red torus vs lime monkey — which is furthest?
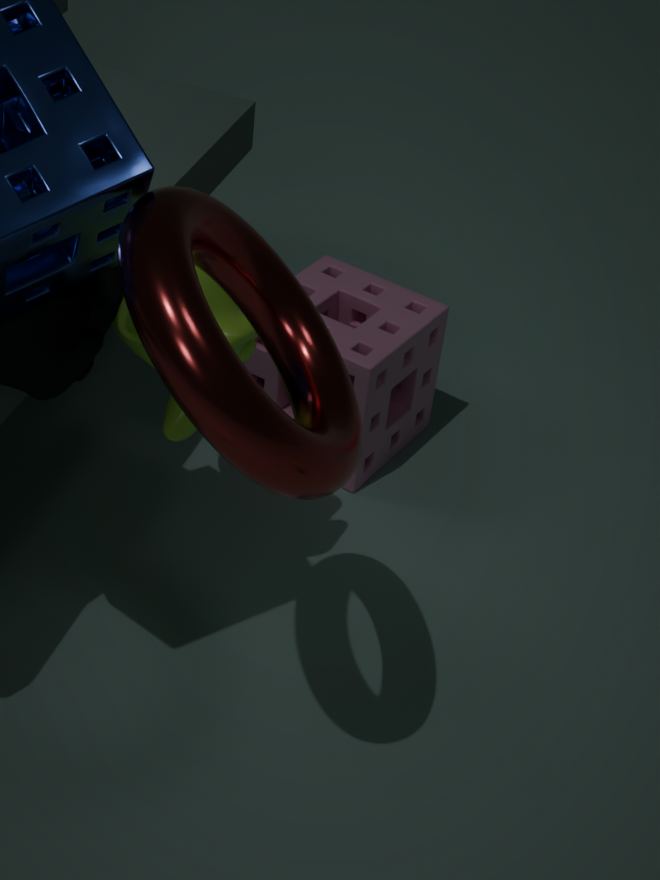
lime monkey
